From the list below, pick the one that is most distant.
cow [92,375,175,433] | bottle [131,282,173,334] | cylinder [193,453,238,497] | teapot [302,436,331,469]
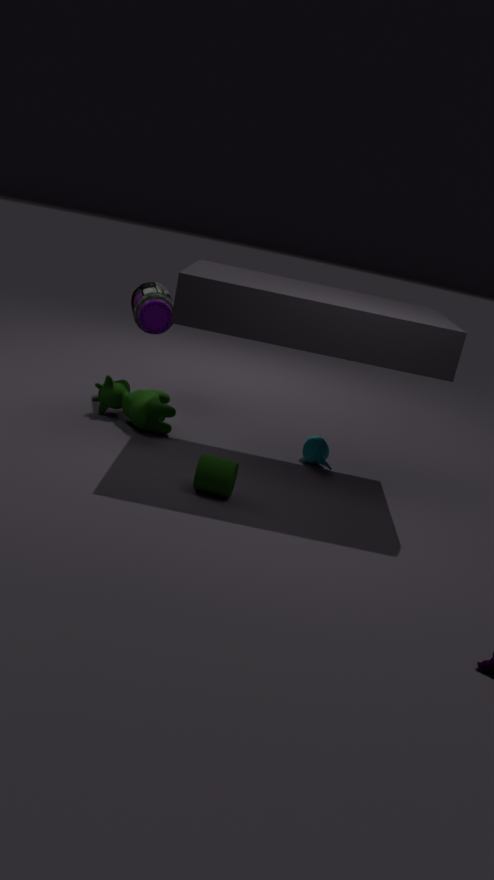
bottle [131,282,173,334]
